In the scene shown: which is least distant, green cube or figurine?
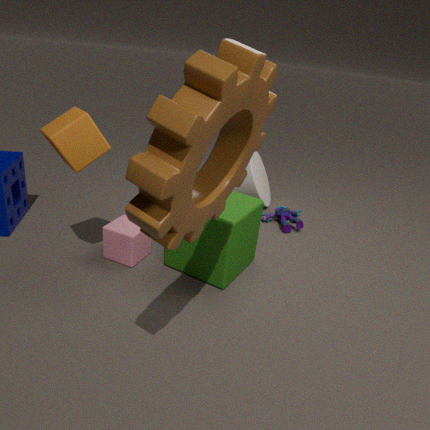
green cube
